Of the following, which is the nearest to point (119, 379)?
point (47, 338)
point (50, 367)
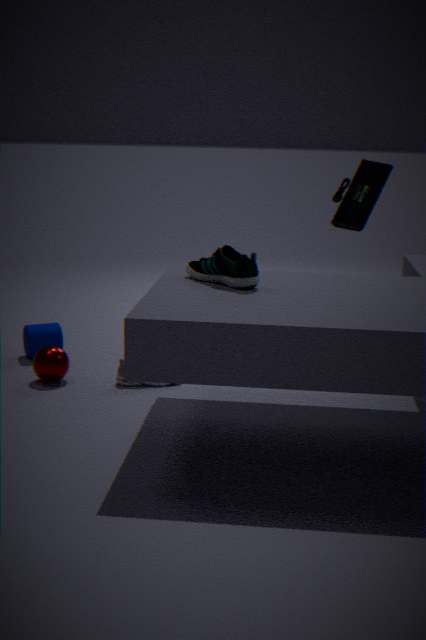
point (50, 367)
